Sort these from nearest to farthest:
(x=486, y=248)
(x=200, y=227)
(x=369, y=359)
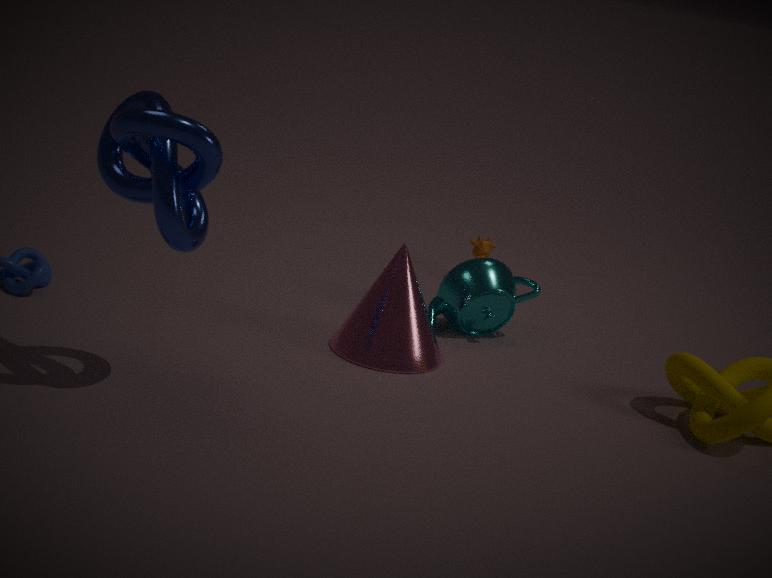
(x=200, y=227) < (x=369, y=359) < (x=486, y=248)
